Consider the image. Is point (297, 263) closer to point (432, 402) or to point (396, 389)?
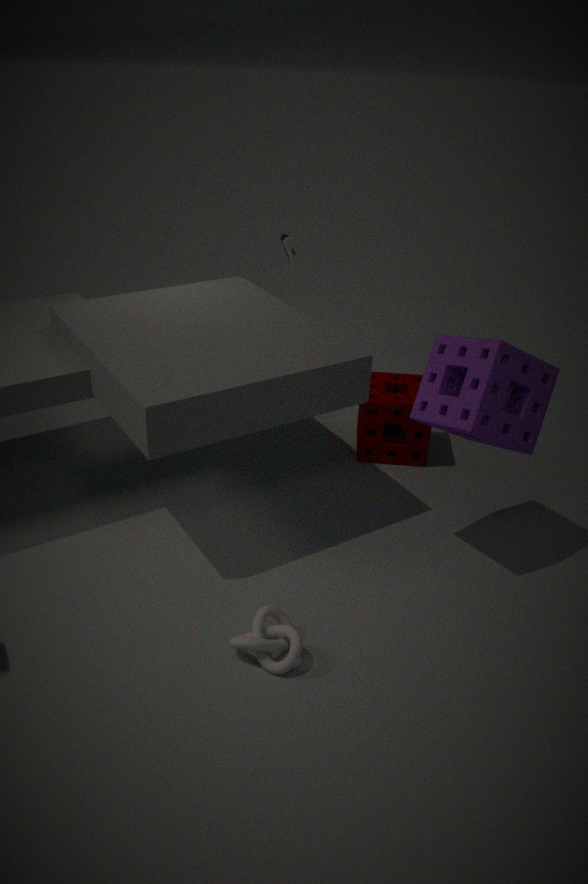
point (396, 389)
